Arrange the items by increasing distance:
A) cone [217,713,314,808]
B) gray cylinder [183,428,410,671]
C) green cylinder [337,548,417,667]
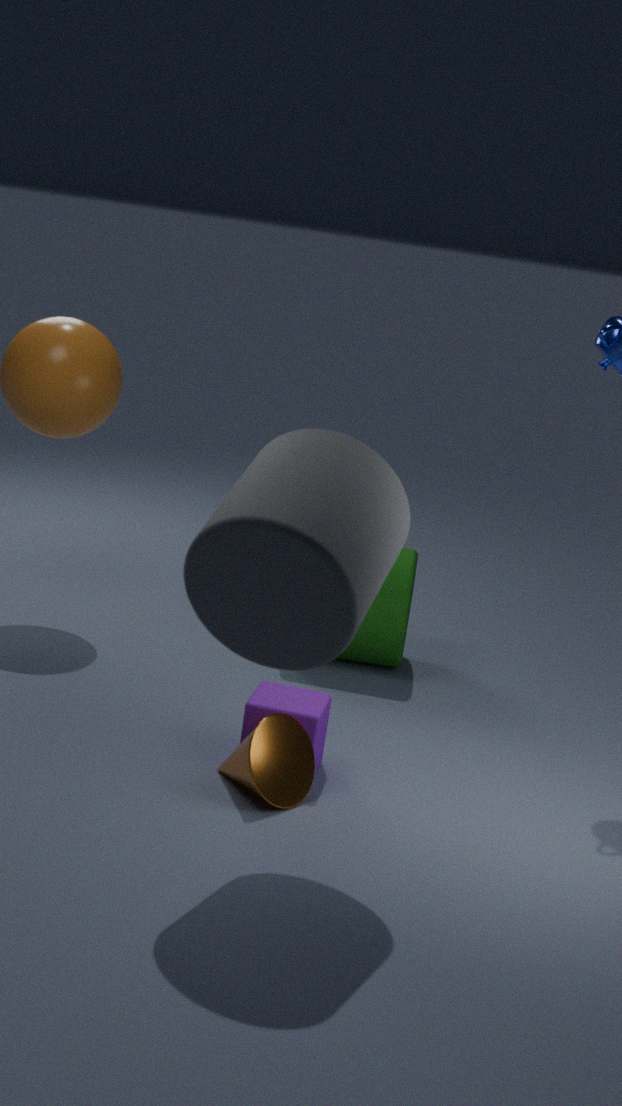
1. gray cylinder [183,428,410,671]
2. cone [217,713,314,808]
3. green cylinder [337,548,417,667]
